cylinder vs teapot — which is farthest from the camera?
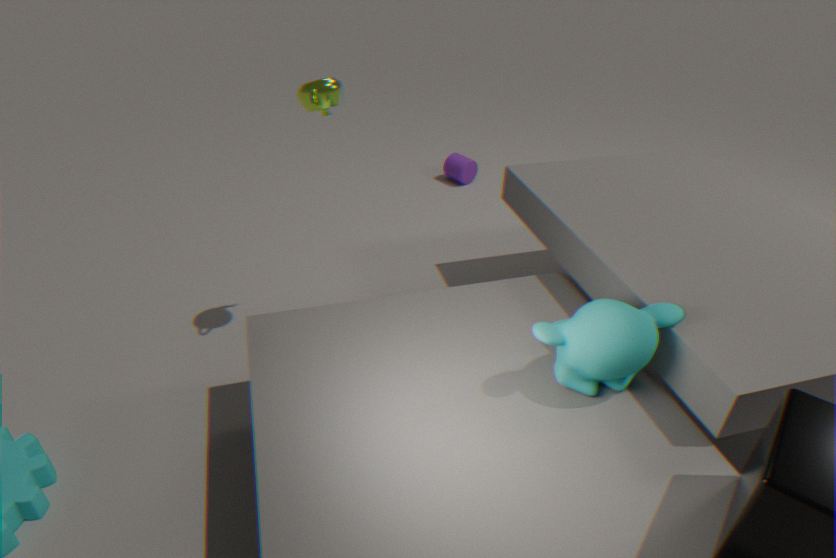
cylinder
